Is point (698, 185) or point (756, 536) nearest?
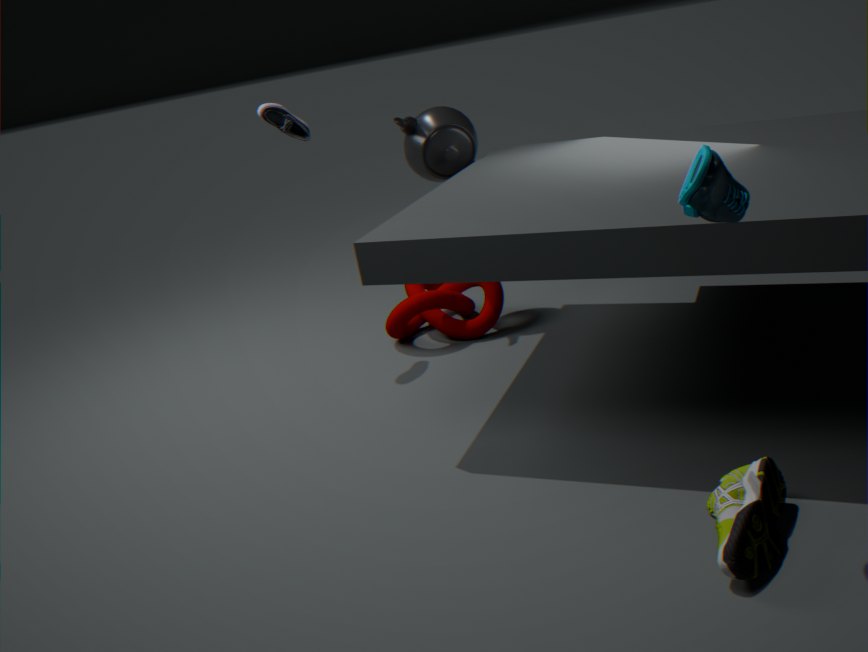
point (698, 185)
